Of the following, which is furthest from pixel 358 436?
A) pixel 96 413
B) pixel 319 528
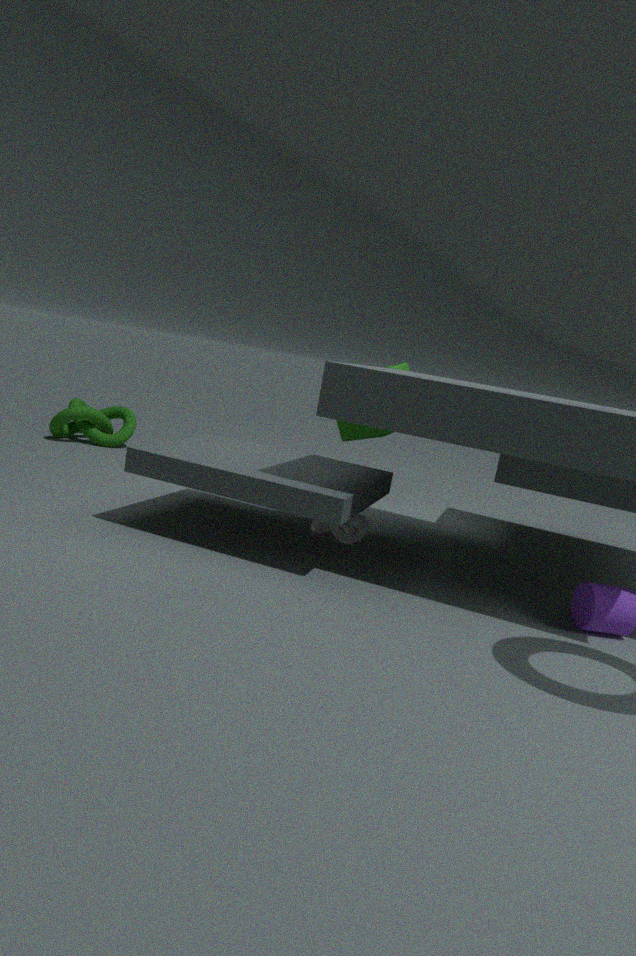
pixel 96 413
